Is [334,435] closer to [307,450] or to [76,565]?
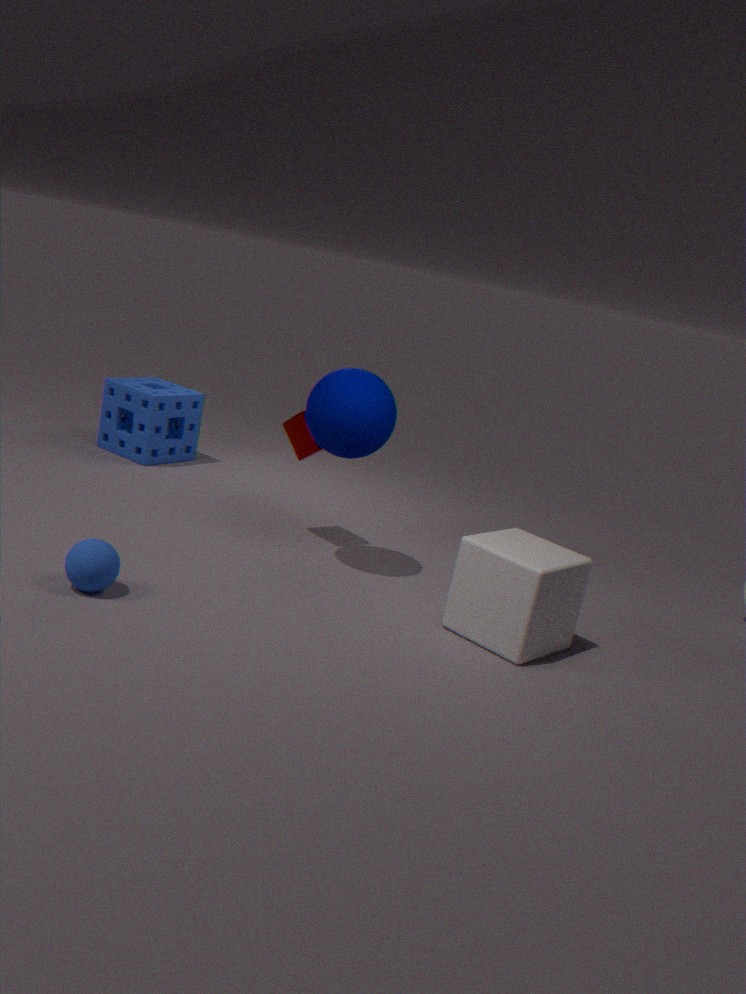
[307,450]
